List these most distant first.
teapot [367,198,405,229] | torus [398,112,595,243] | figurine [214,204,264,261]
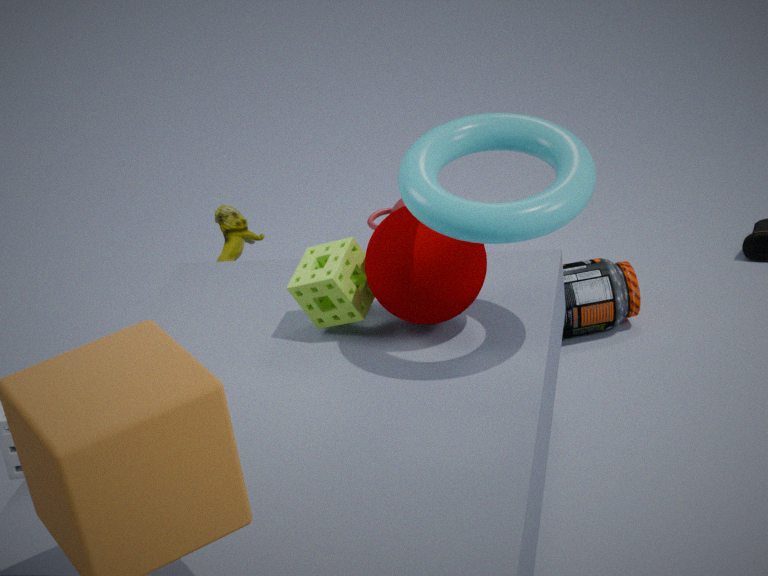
1. teapot [367,198,405,229]
2. figurine [214,204,264,261]
3. torus [398,112,595,243]
